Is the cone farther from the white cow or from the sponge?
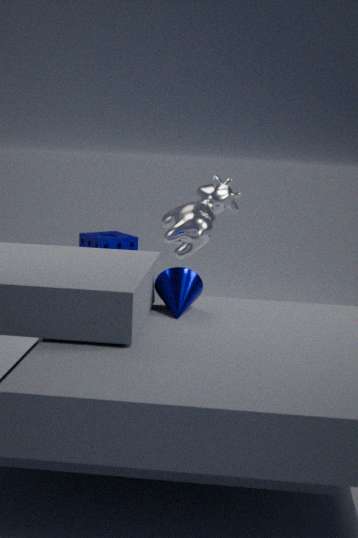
the sponge
